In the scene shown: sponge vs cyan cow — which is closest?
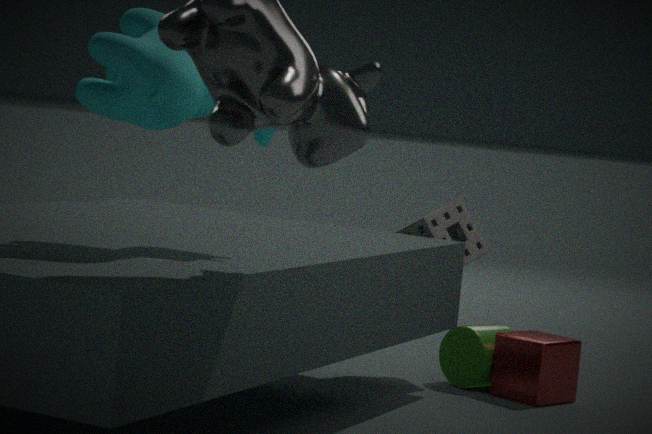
cyan cow
